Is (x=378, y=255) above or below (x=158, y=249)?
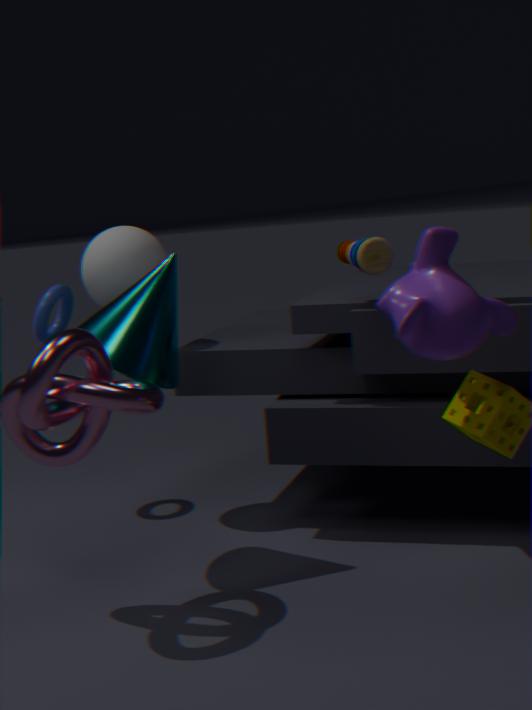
above
